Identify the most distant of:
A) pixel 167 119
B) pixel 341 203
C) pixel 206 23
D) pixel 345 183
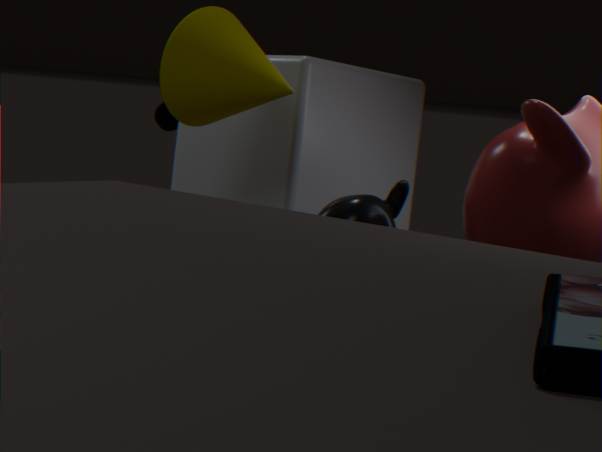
pixel 167 119
